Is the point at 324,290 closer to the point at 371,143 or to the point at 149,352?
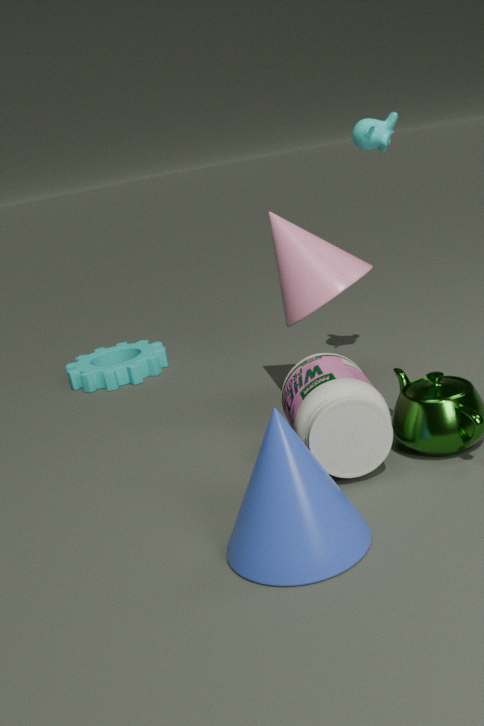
the point at 371,143
